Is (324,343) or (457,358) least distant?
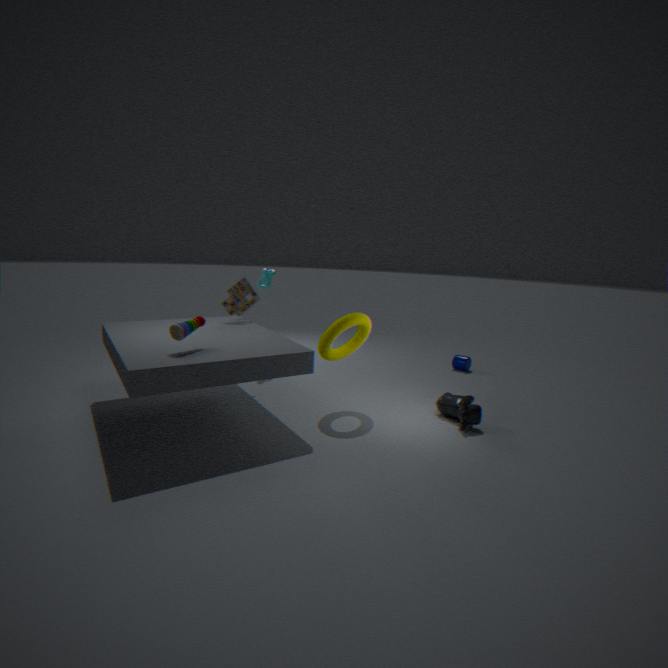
(324,343)
